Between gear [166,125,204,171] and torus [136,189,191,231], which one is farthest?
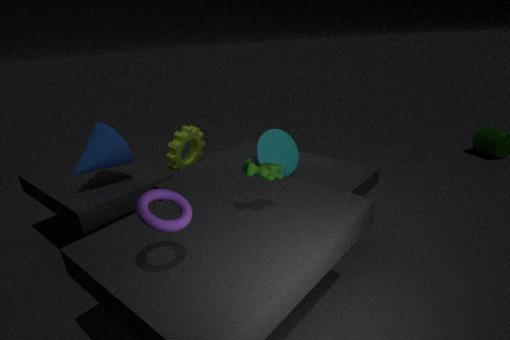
gear [166,125,204,171]
